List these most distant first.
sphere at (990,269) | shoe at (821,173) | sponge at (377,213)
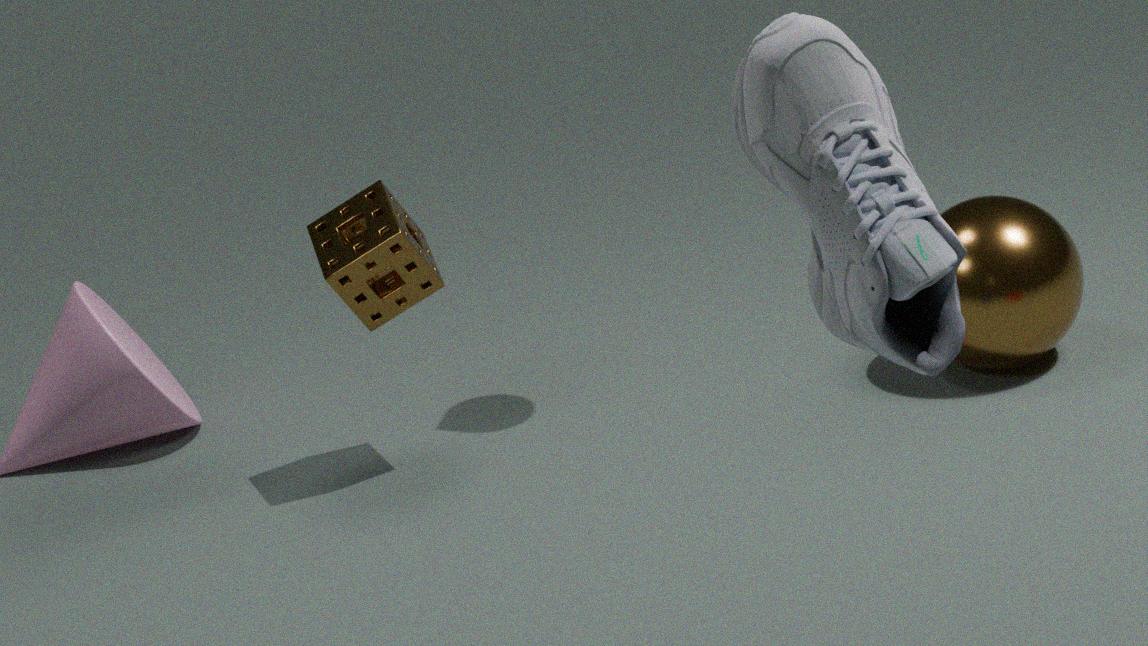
sphere at (990,269) < sponge at (377,213) < shoe at (821,173)
